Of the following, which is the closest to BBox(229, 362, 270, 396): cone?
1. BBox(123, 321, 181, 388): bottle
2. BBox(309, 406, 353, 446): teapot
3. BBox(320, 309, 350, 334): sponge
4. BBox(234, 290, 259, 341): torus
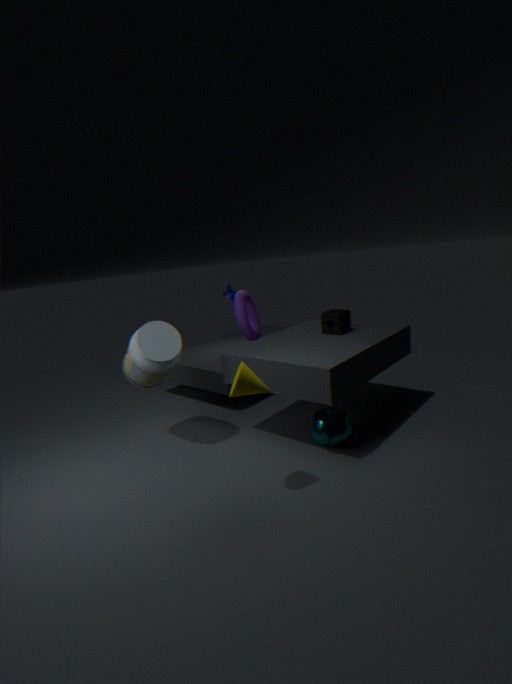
BBox(309, 406, 353, 446): teapot
